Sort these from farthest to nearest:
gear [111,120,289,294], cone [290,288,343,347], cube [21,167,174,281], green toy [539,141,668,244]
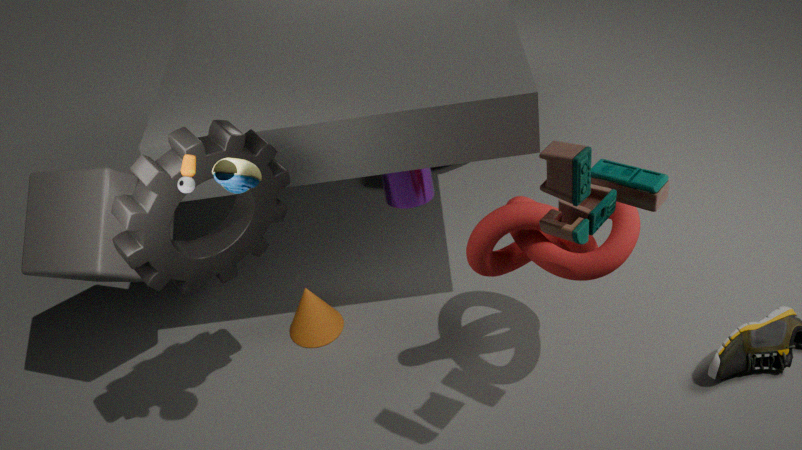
cone [290,288,343,347] < cube [21,167,174,281] < gear [111,120,289,294] < green toy [539,141,668,244]
